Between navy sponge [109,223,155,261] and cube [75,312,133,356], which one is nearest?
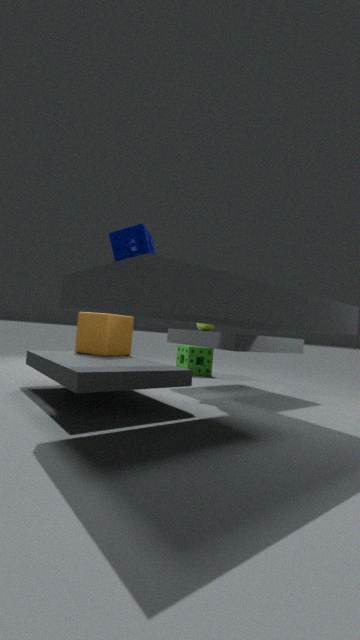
navy sponge [109,223,155,261]
